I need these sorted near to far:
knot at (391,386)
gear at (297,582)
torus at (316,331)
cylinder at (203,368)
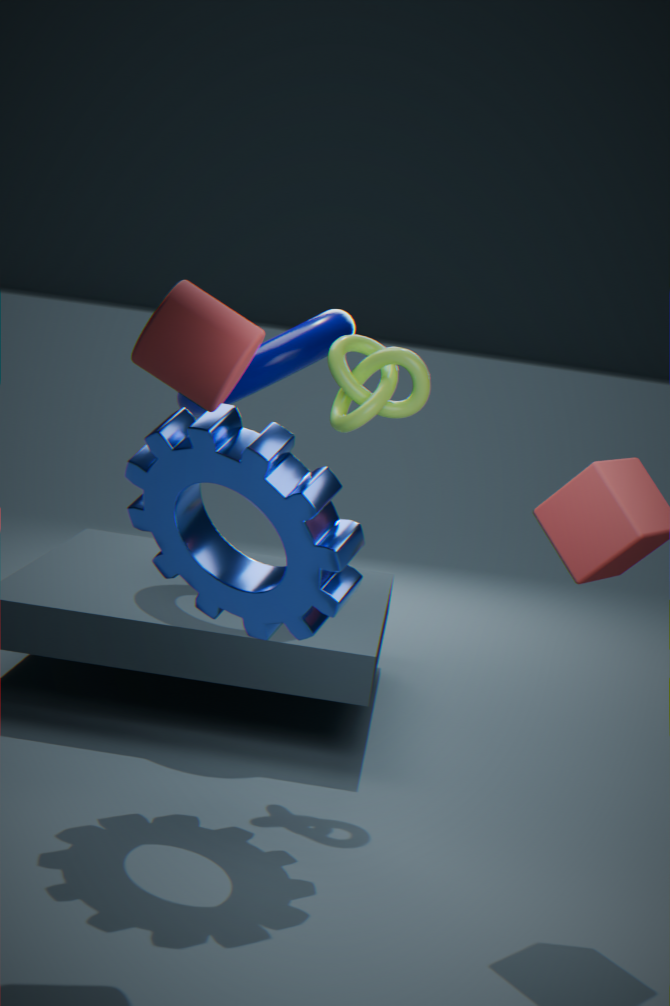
cylinder at (203,368) → gear at (297,582) → knot at (391,386) → torus at (316,331)
